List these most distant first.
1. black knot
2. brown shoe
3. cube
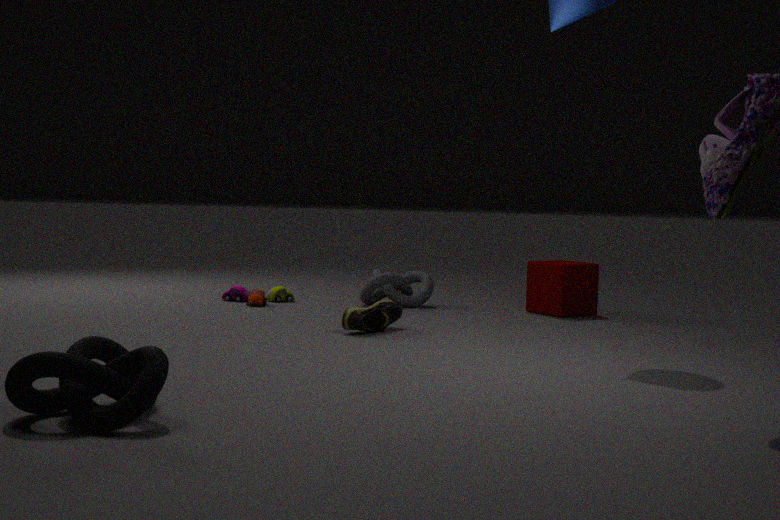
1. cube
2. brown shoe
3. black knot
